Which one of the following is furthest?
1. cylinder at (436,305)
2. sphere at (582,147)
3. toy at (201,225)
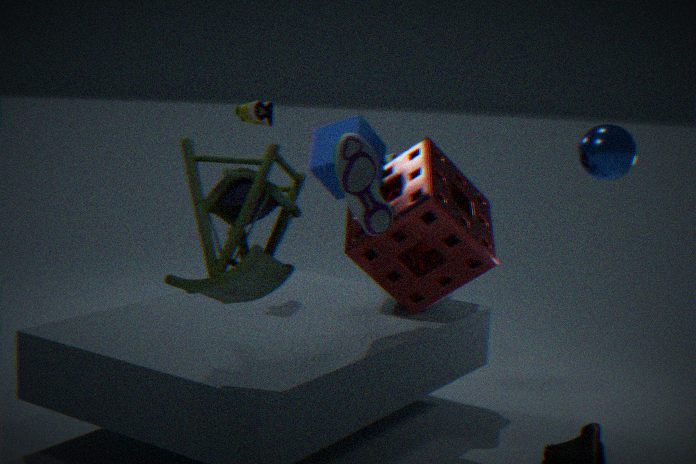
cylinder at (436,305)
